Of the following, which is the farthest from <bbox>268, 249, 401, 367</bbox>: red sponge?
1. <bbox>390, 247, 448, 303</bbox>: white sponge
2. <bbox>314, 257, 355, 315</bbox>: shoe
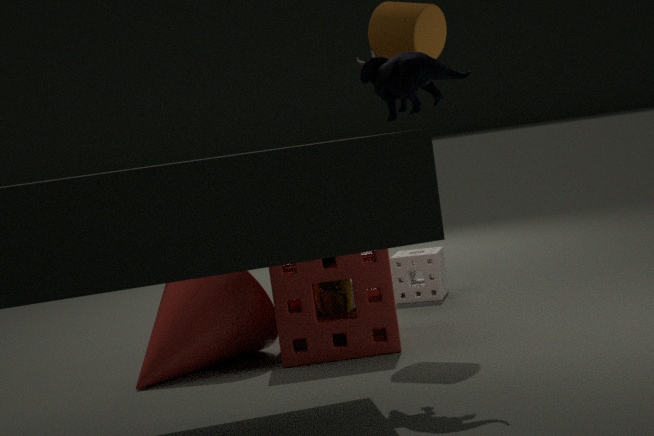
<bbox>390, 247, 448, 303</bbox>: white sponge
